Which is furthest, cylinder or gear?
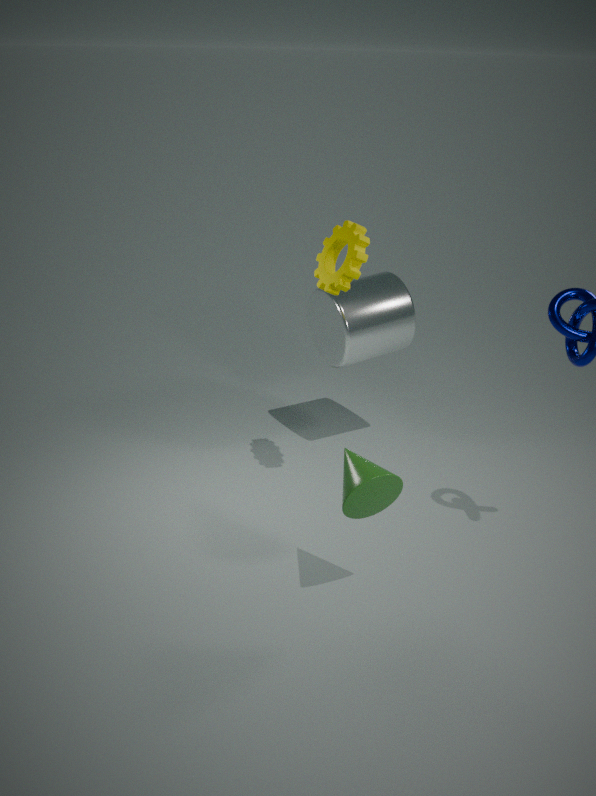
cylinder
